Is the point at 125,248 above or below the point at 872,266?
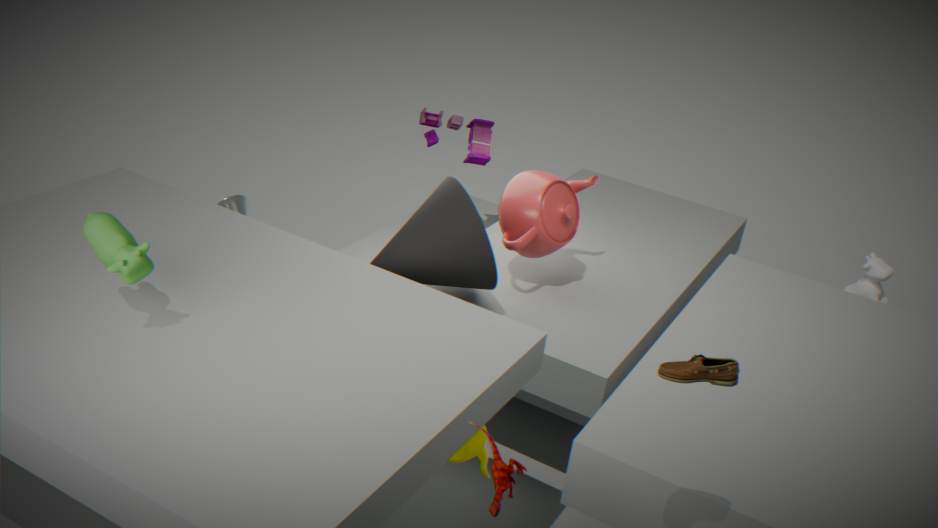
above
